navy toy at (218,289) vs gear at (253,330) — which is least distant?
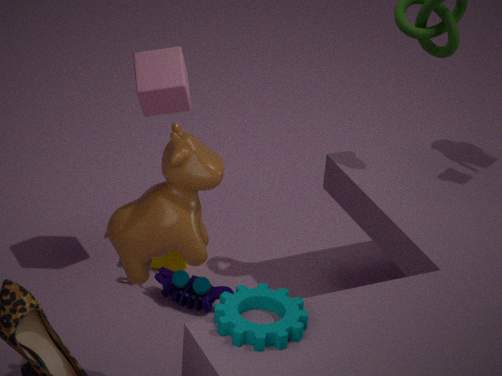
gear at (253,330)
